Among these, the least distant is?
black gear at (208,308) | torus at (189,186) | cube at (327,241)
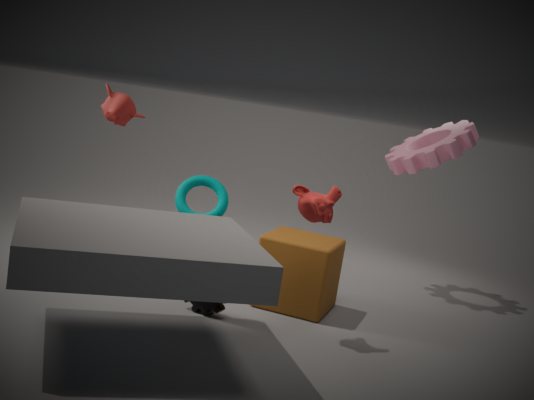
black gear at (208,308)
